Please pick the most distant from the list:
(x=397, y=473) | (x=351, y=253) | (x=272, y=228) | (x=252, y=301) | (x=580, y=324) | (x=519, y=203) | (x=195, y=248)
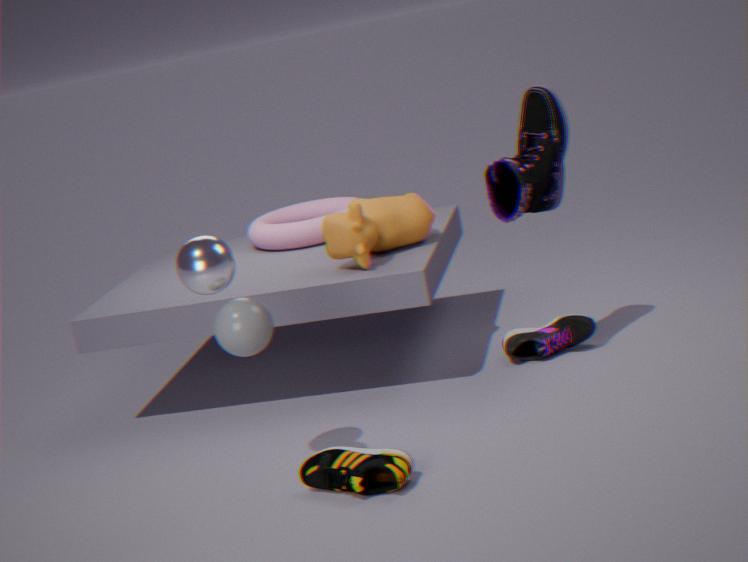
(x=272, y=228)
